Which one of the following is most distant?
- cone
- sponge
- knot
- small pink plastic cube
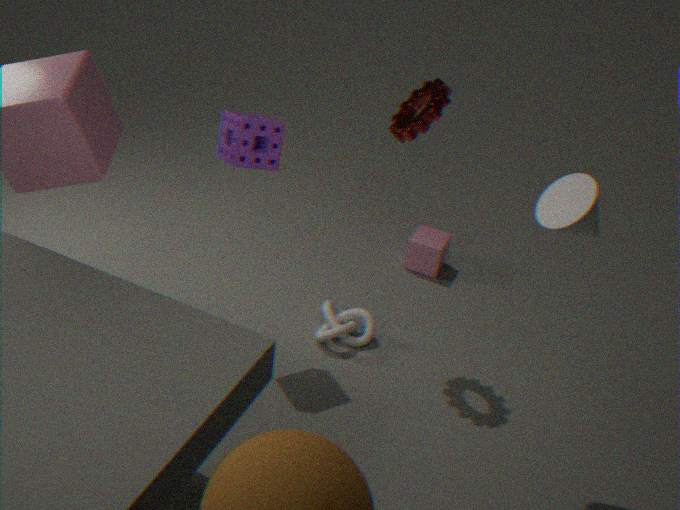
small pink plastic cube
